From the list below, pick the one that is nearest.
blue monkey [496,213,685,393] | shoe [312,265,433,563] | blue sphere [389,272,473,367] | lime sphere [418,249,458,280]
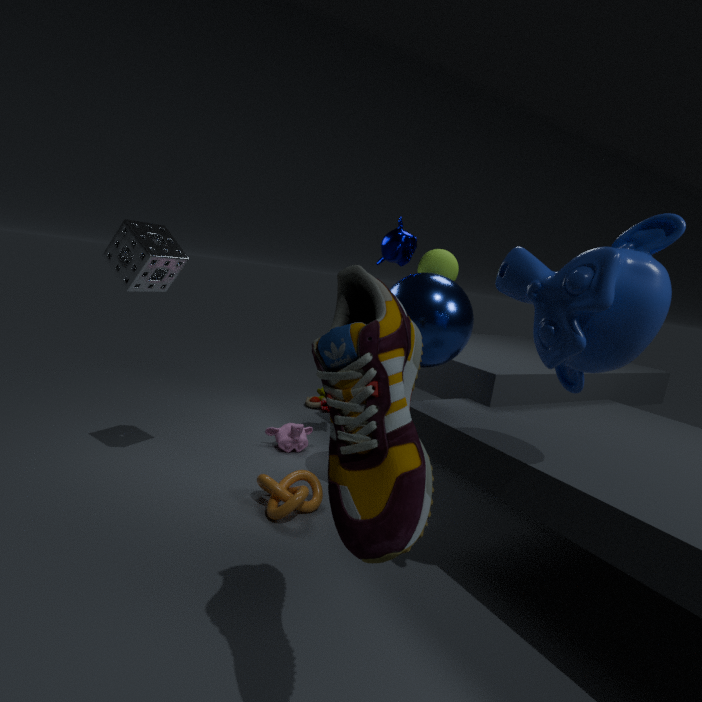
shoe [312,265,433,563]
